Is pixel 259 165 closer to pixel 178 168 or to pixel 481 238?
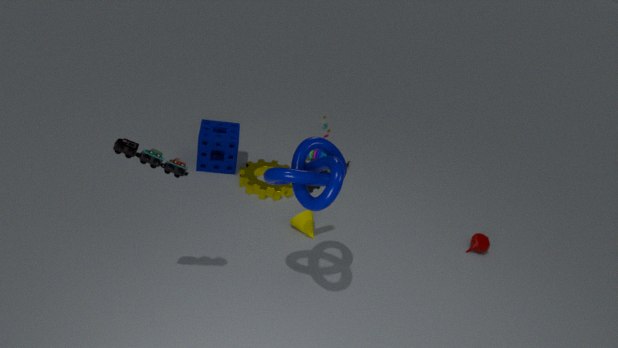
pixel 178 168
